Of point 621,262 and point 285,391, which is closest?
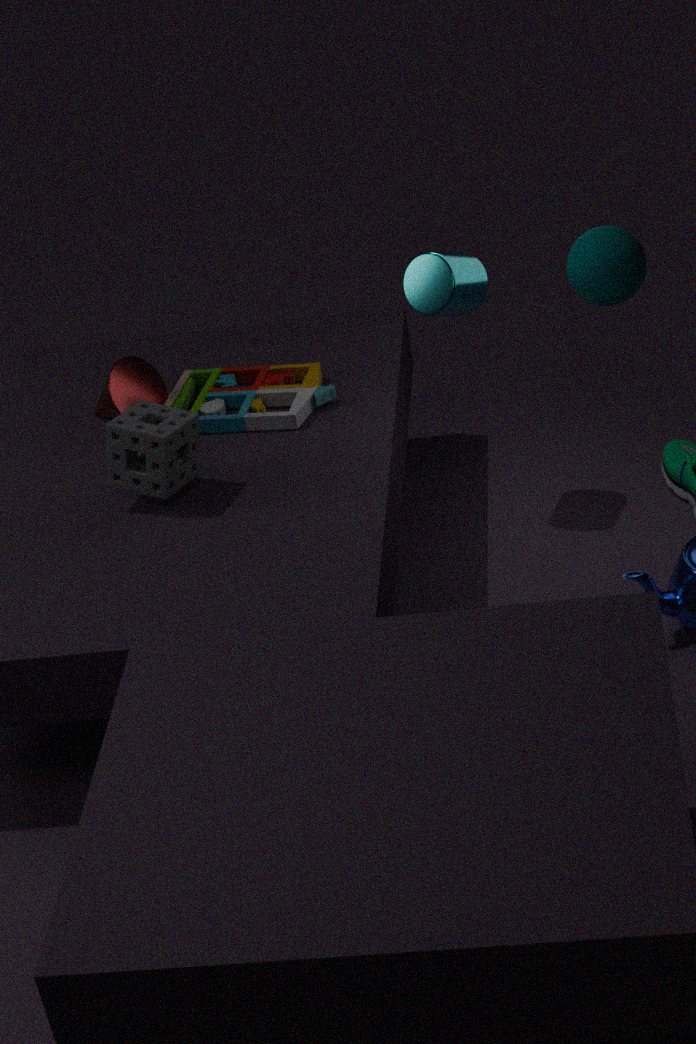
point 621,262
